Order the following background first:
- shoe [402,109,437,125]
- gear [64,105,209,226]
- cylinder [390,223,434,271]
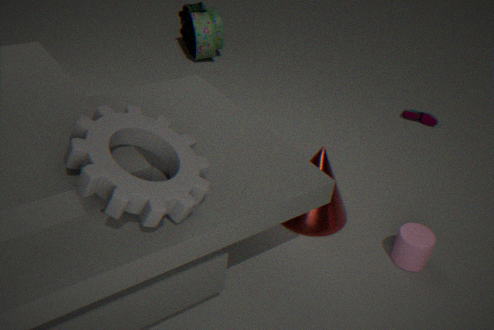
shoe [402,109,437,125] < cylinder [390,223,434,271] < gear [64,105,209,226]
